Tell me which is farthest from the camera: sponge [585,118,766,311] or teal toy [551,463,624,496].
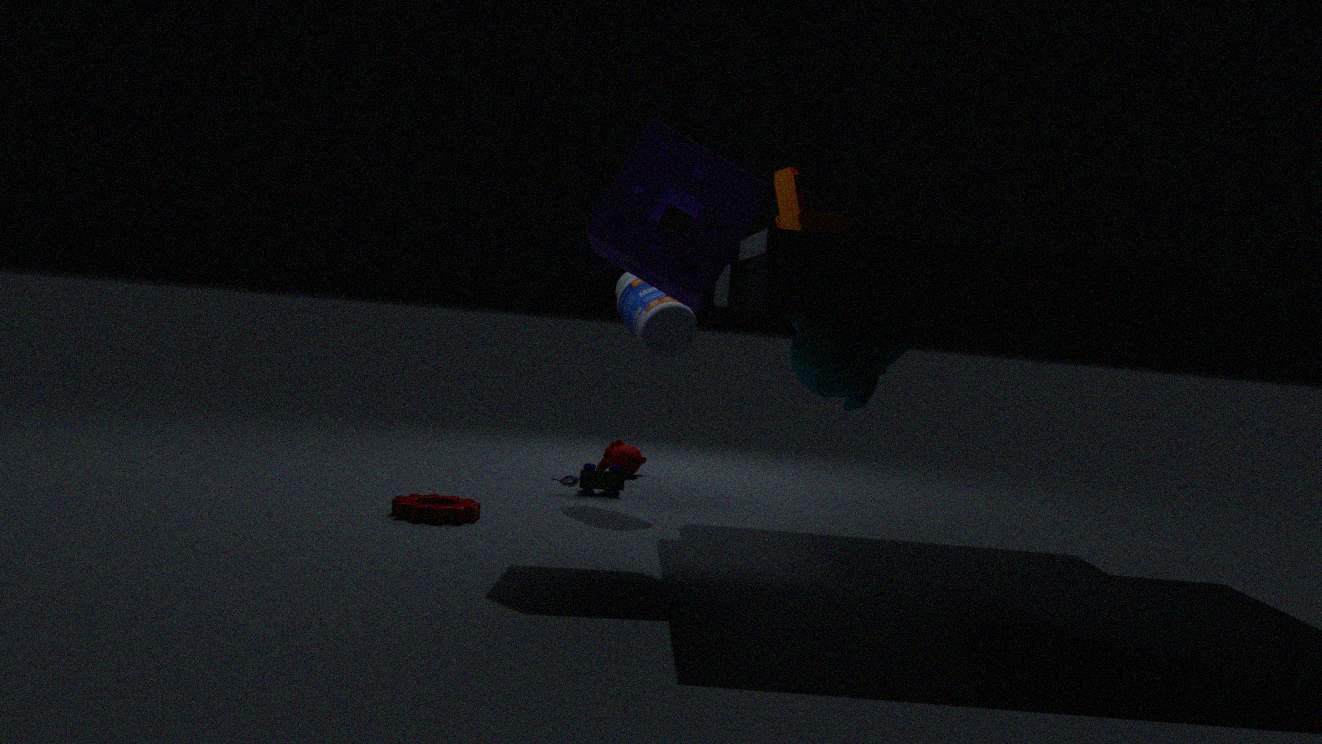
teal toy [551,463,624,496]
